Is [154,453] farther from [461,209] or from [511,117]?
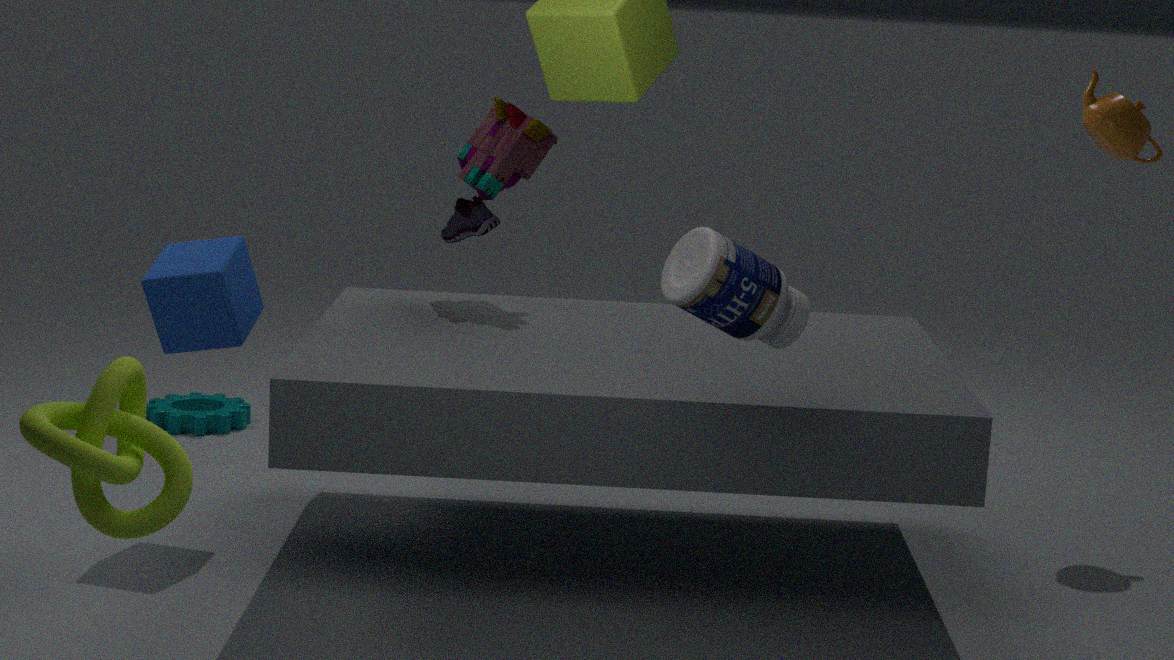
[511,117]
